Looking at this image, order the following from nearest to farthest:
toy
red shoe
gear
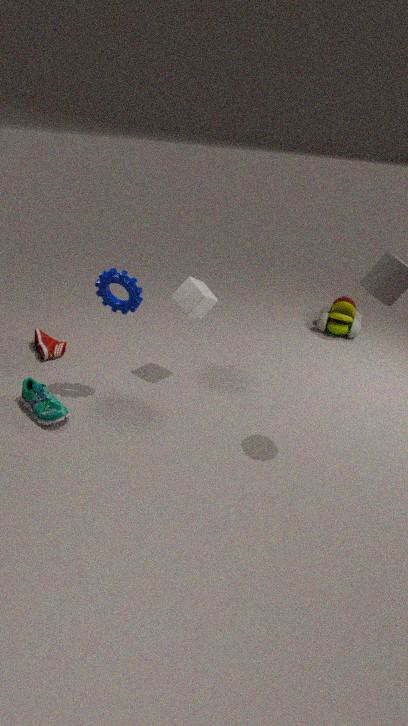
gear → red shoe → toy
